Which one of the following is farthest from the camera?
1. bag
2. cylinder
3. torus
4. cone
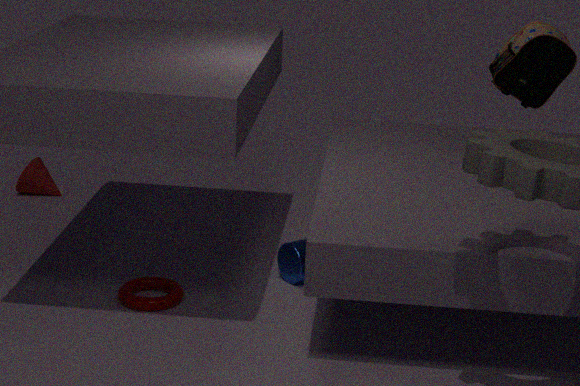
cone
